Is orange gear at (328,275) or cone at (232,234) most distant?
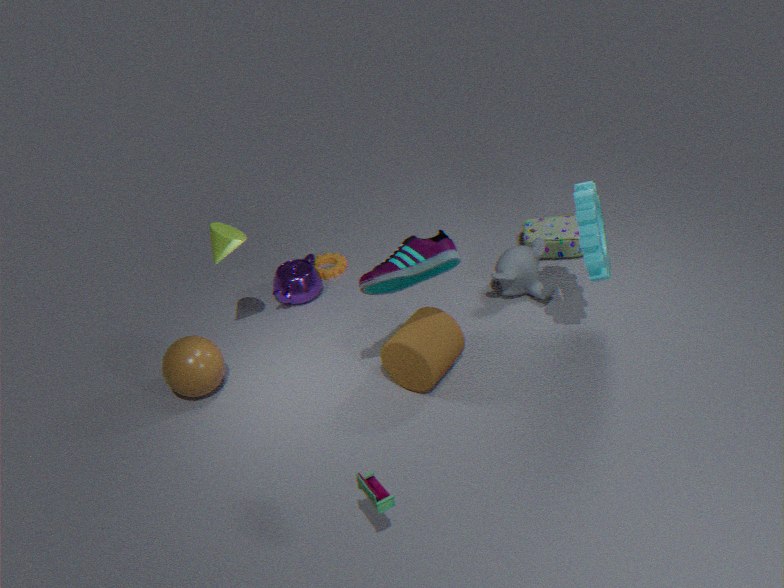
orange gear at (328,275)
